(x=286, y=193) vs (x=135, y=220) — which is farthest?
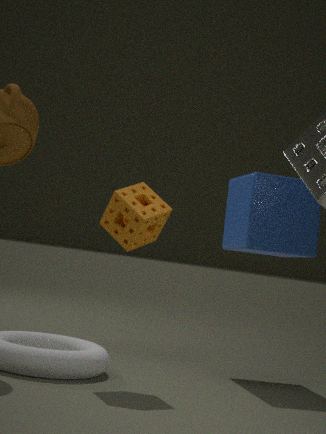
(x=286, y=193)
